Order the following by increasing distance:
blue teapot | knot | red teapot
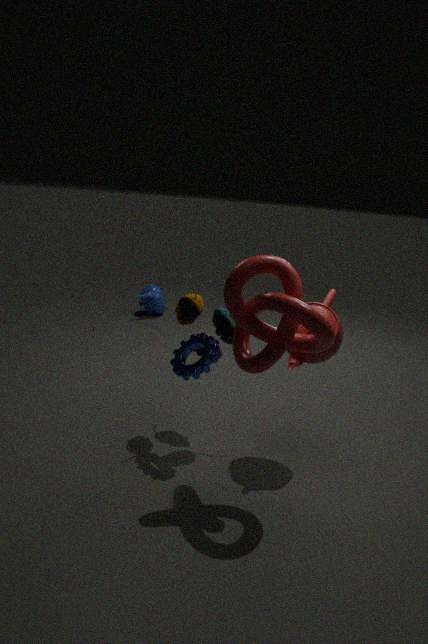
1. knot
2. red teapot
3. blue teapot
